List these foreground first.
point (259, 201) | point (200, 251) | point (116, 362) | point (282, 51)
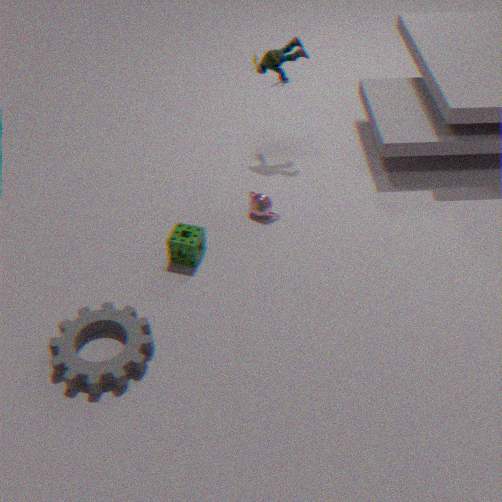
1. point (116, 362)
2. point (200, 251)
3. point (259, 201)
4. point (282, 51)
